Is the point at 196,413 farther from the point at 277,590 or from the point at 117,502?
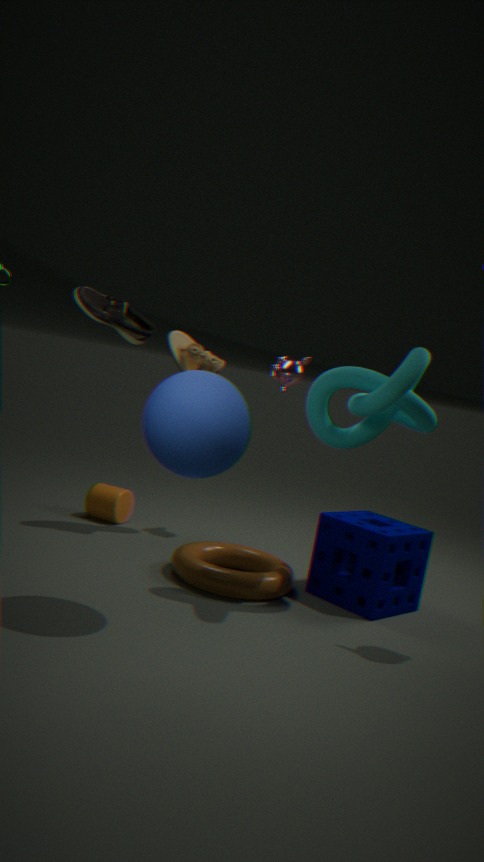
the point at 117,502
